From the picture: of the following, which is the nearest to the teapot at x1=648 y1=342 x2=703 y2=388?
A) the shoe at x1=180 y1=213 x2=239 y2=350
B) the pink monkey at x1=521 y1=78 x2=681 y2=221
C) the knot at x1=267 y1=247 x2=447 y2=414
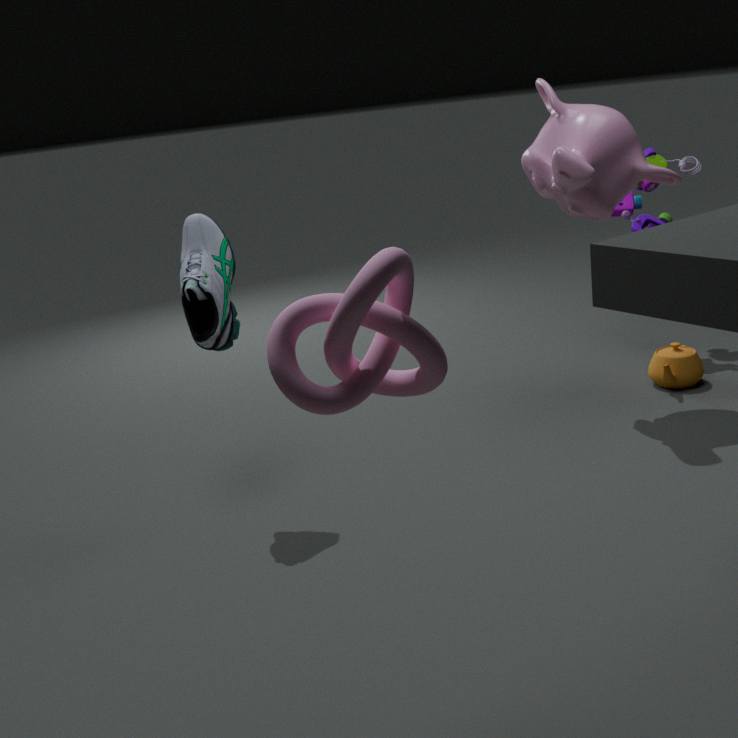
the pink monkey at x1=521 y1=78 x2=681 y2=221
